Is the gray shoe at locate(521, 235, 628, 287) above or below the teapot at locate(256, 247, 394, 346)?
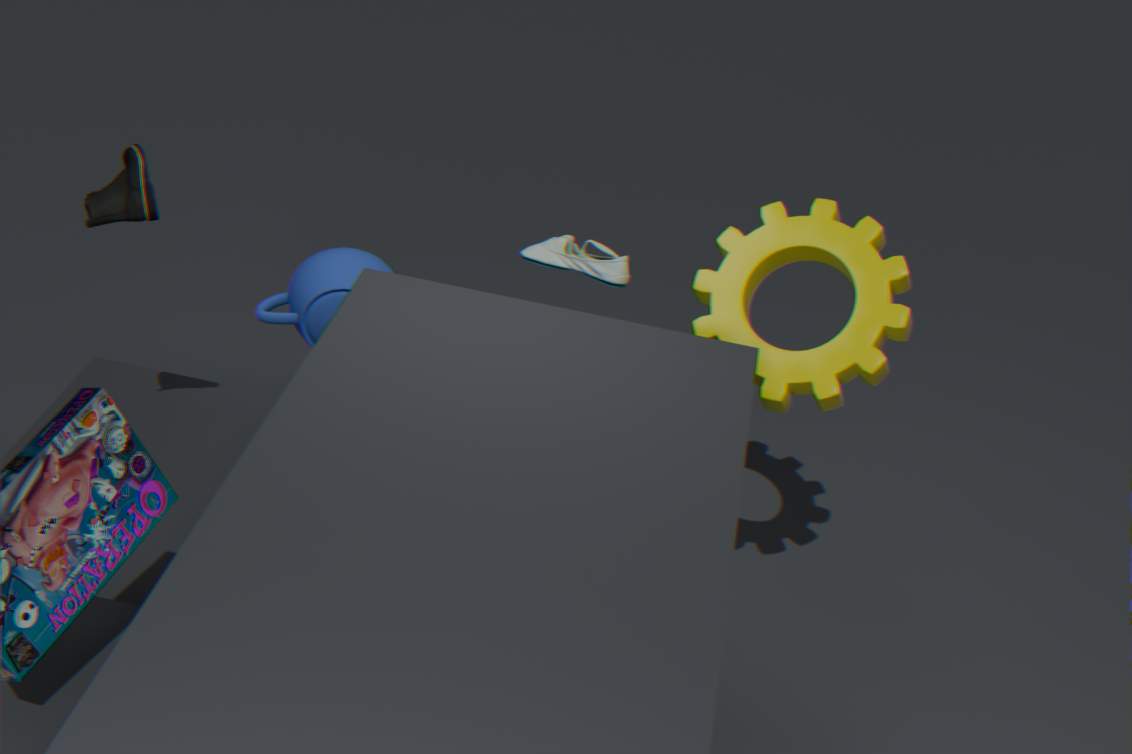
above
